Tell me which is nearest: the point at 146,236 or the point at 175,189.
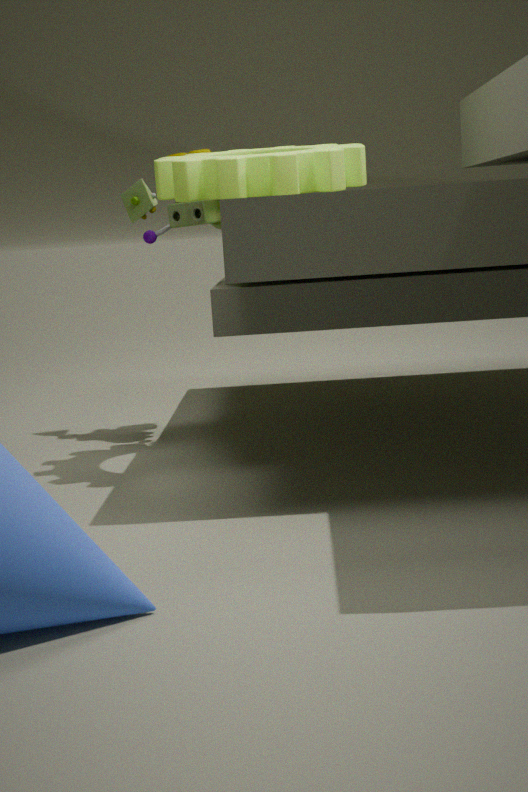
the point at 175,189
